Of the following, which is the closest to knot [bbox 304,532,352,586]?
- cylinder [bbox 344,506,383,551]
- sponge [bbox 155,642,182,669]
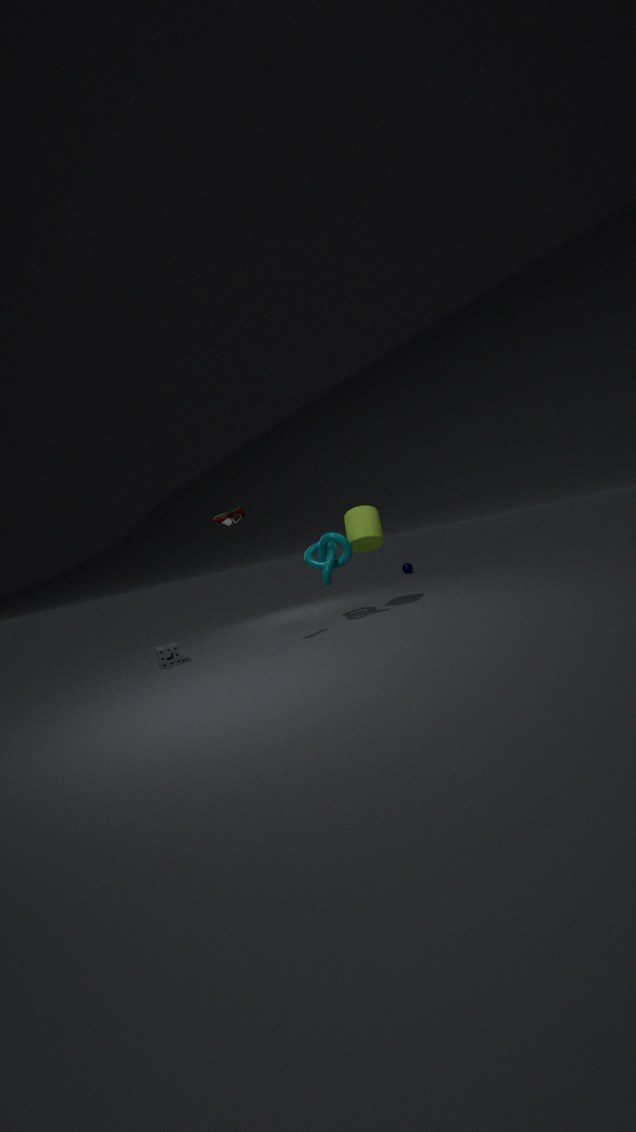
cylinder [bbox 344,506,383,551]
